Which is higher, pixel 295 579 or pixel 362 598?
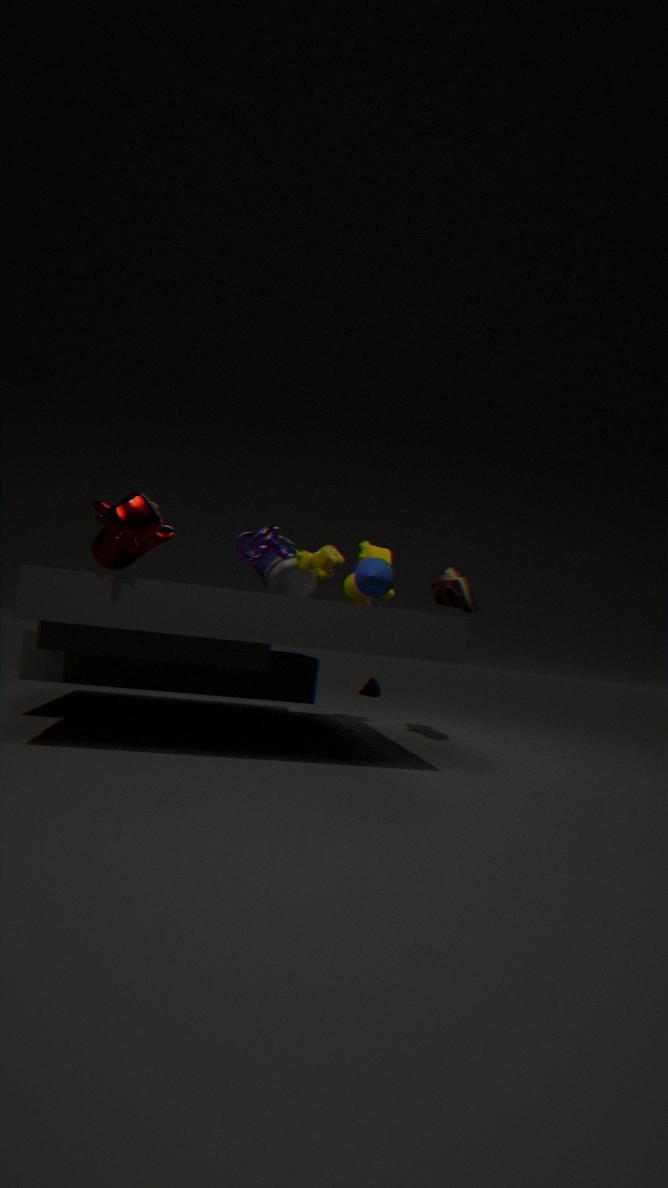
pixel 362 598
